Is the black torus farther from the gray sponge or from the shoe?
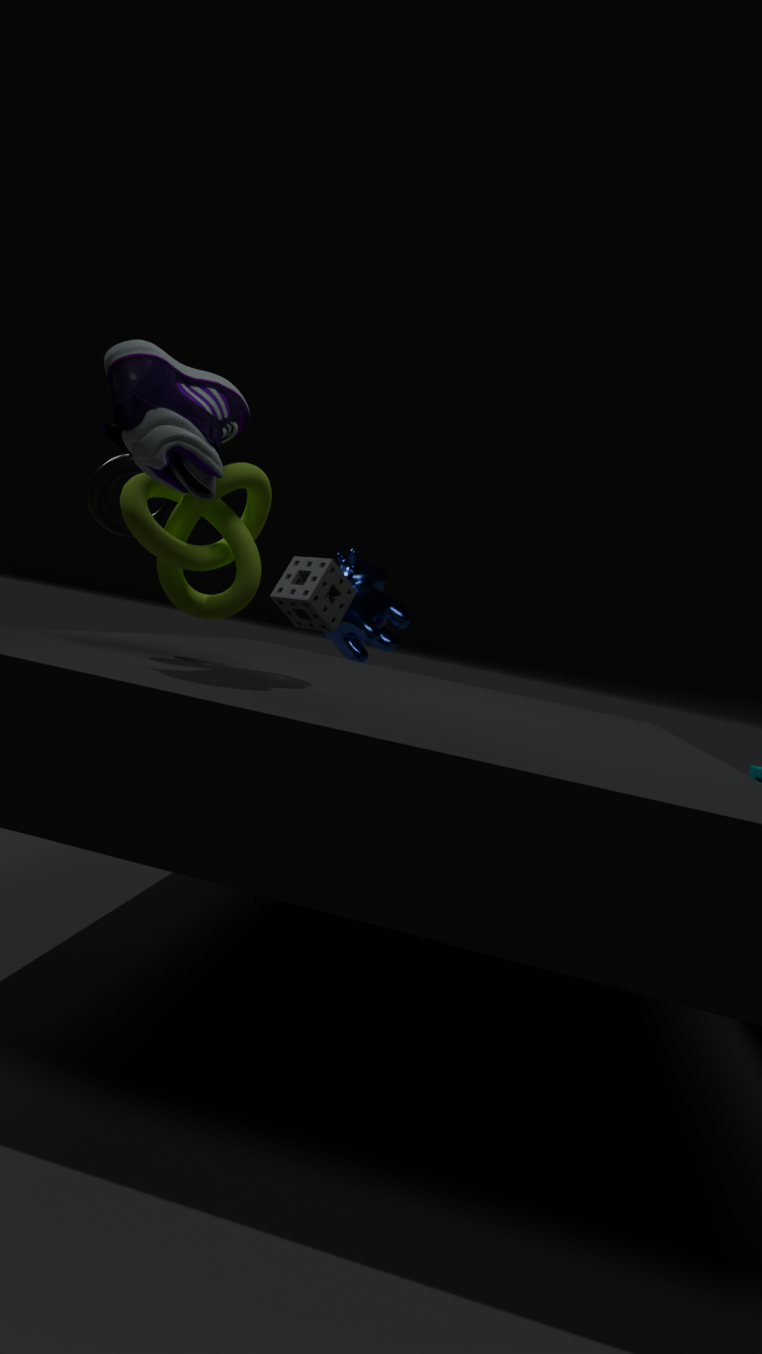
the shoe
